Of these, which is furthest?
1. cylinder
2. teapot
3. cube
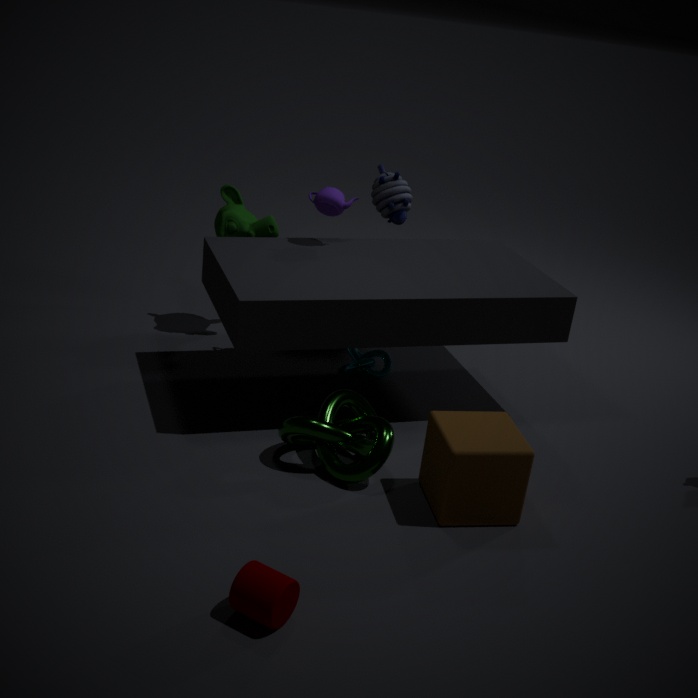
teapot
